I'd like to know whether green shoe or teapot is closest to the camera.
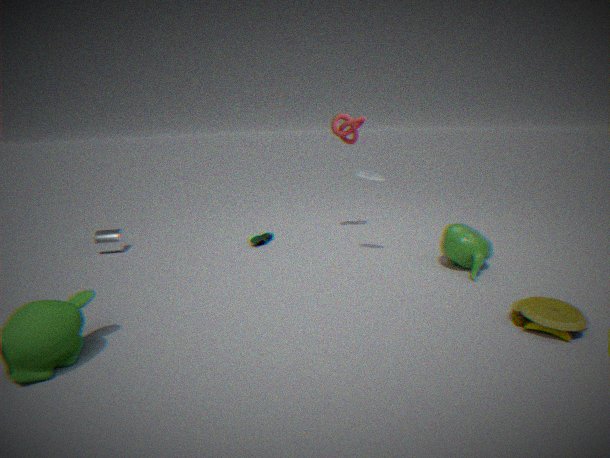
teapot
